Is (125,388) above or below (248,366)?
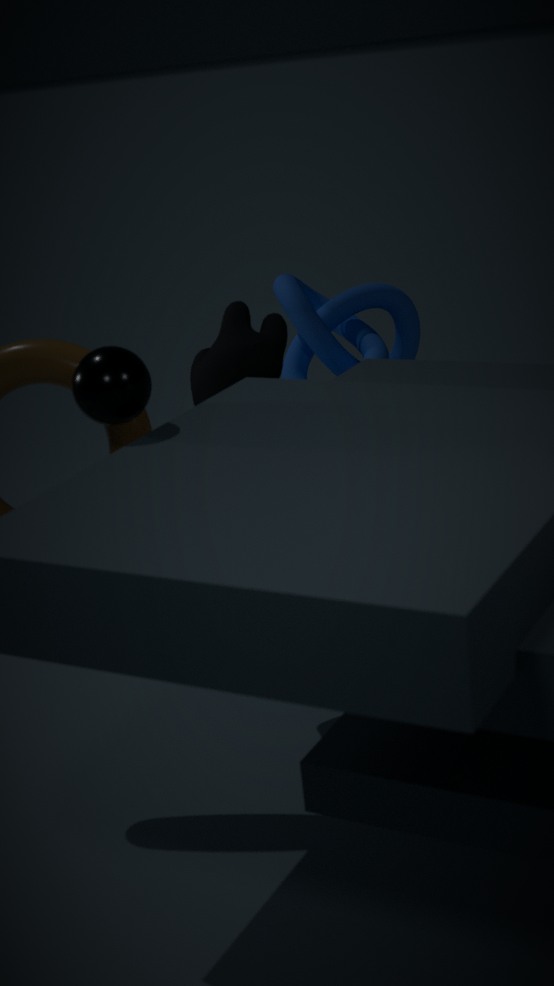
above
